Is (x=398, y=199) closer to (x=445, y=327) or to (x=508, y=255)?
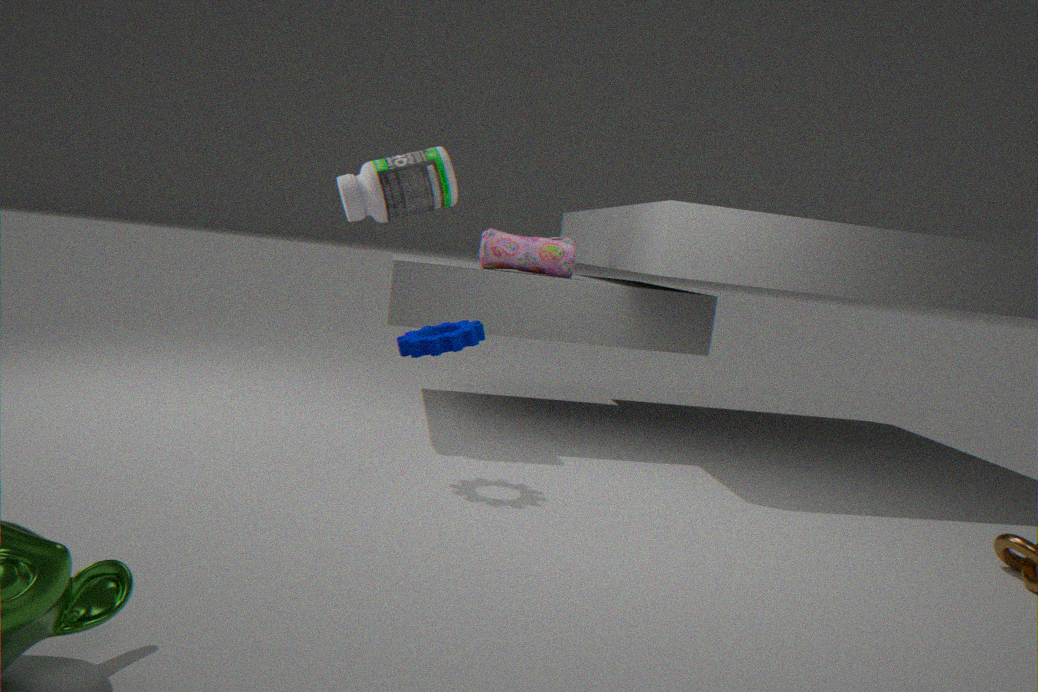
(x=508, y=255)
